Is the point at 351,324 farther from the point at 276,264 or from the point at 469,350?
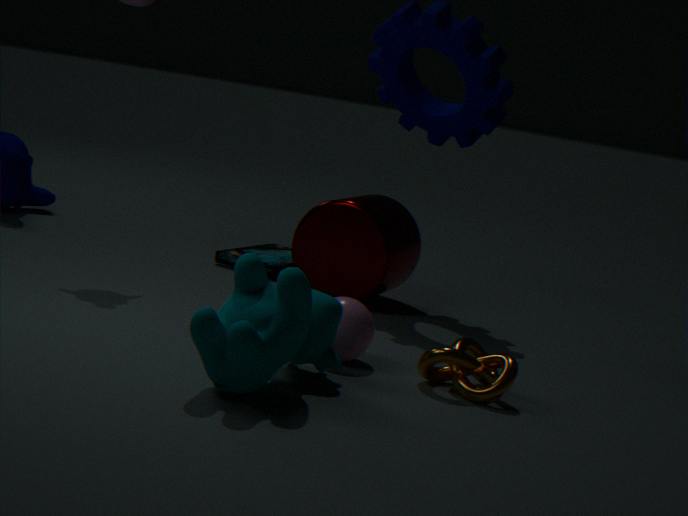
the point at 276,264
